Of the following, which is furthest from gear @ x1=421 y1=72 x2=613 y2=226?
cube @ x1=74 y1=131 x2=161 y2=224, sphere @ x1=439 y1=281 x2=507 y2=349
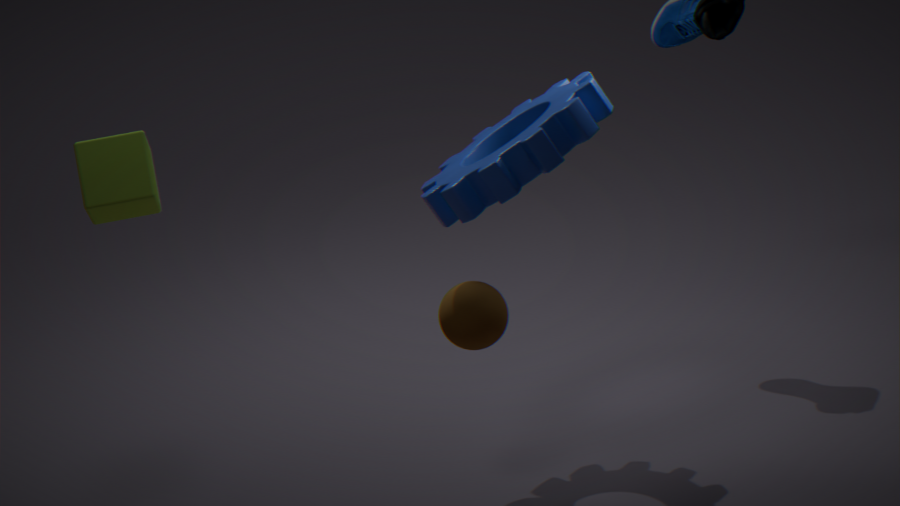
cube @ x1=74 y1=131 x2=161 y2=224
